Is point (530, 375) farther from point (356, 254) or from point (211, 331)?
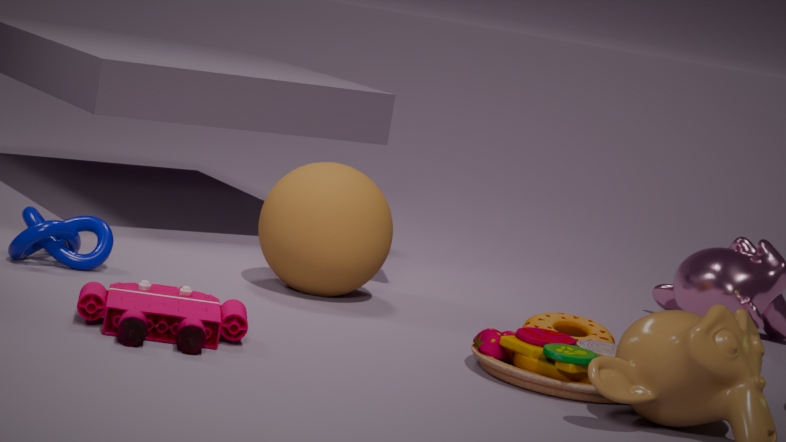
point (211, 331)
